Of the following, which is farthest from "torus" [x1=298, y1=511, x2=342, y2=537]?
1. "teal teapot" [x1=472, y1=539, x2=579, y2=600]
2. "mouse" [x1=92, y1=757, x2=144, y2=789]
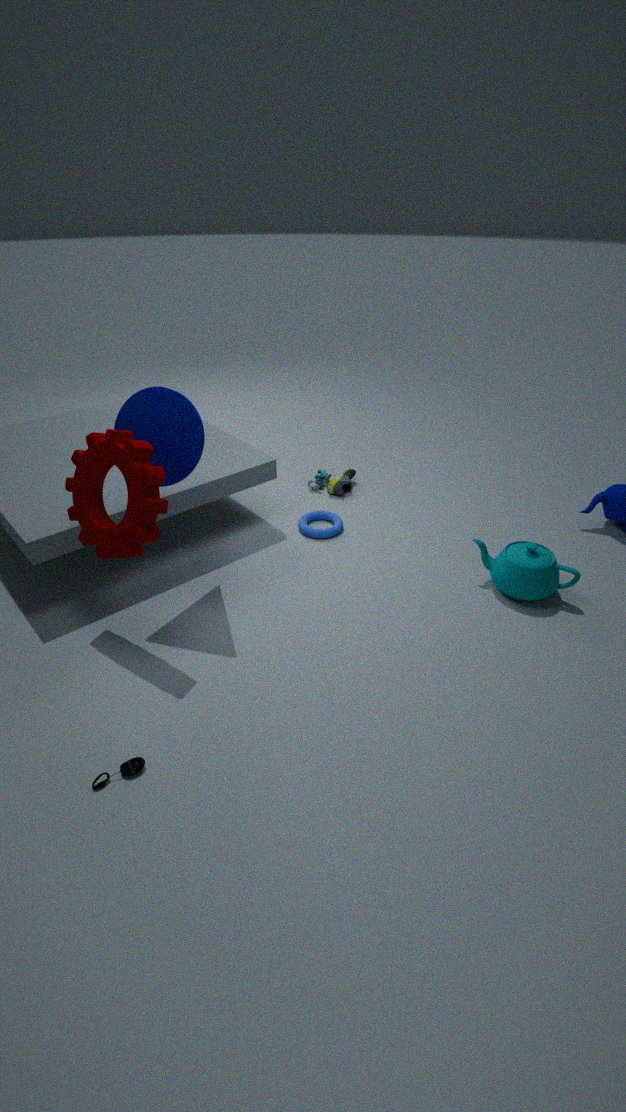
"mouse" [x1=92, y1=757, x2=144, y2=789]
